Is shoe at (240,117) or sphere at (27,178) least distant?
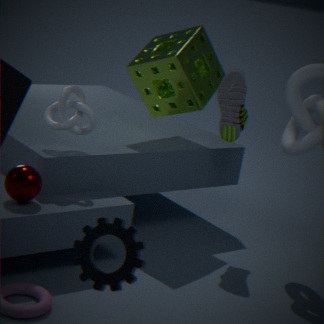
sphere at (27,178)
